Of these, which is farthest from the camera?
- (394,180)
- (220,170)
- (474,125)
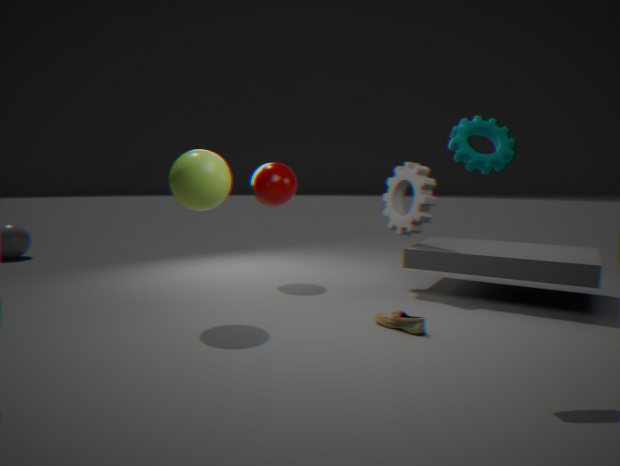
(394,180)
